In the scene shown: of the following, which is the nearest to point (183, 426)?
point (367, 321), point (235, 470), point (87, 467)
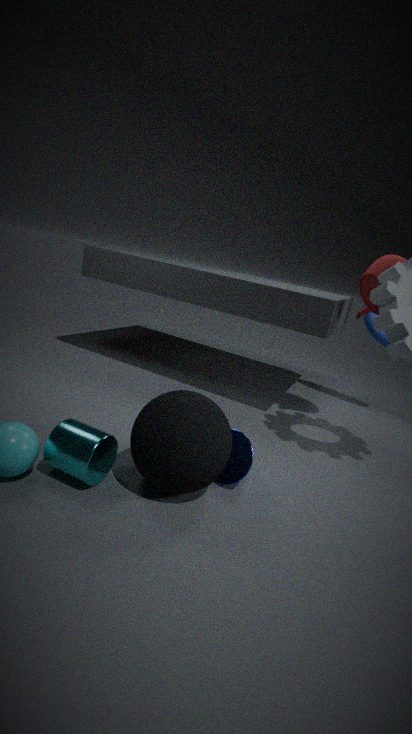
point (235, 470)
